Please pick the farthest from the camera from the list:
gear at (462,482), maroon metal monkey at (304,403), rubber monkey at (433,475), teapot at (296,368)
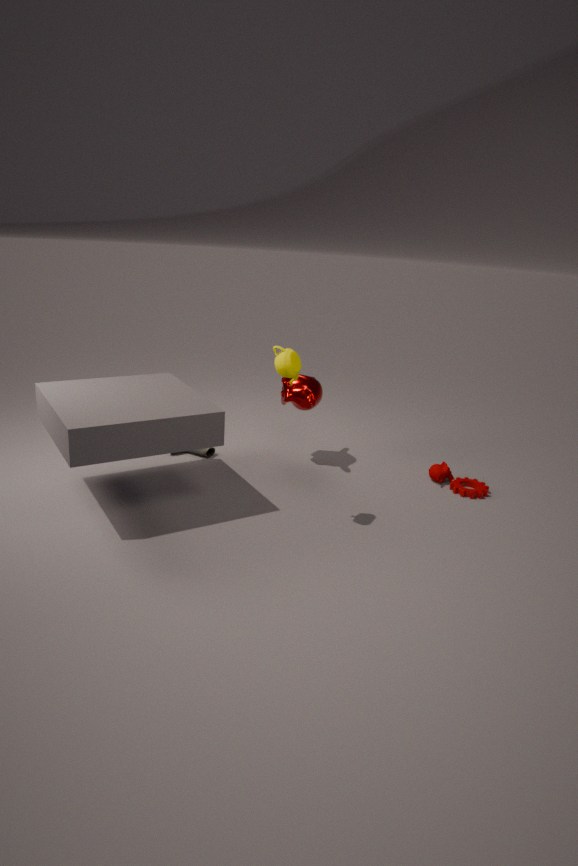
rubber monkey at (433,475)
